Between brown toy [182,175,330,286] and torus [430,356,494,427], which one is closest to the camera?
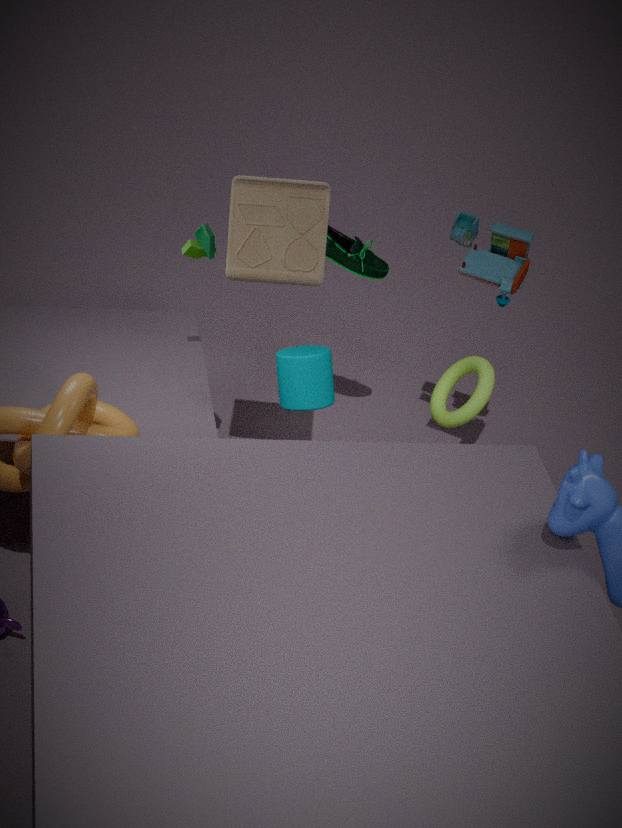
brown toy [182,175,330,286]
